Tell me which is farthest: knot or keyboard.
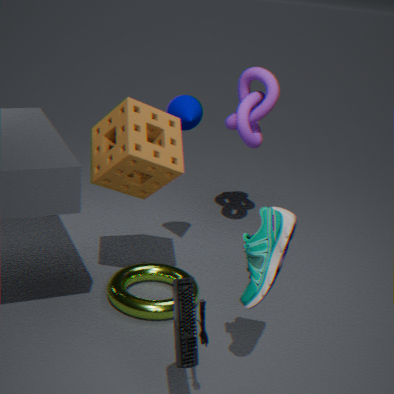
knot
